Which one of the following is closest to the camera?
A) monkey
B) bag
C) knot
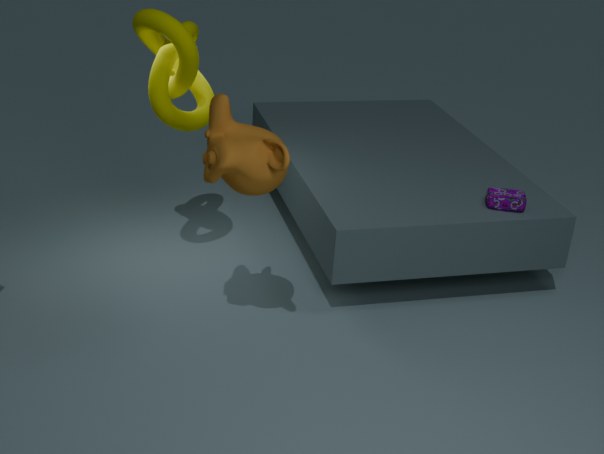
monkey
